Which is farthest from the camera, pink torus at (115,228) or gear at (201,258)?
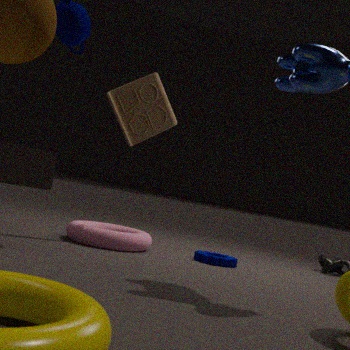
gear at (201,258)
